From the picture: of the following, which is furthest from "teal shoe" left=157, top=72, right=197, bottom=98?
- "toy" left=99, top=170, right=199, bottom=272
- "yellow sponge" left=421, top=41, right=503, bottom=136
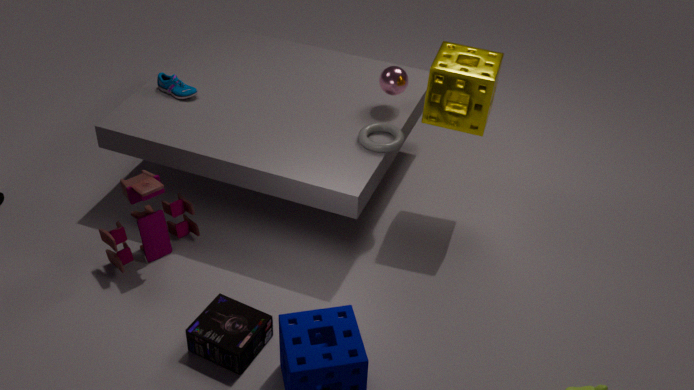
"yellow sponge" left=421, top=41, right=503, bottom=136
